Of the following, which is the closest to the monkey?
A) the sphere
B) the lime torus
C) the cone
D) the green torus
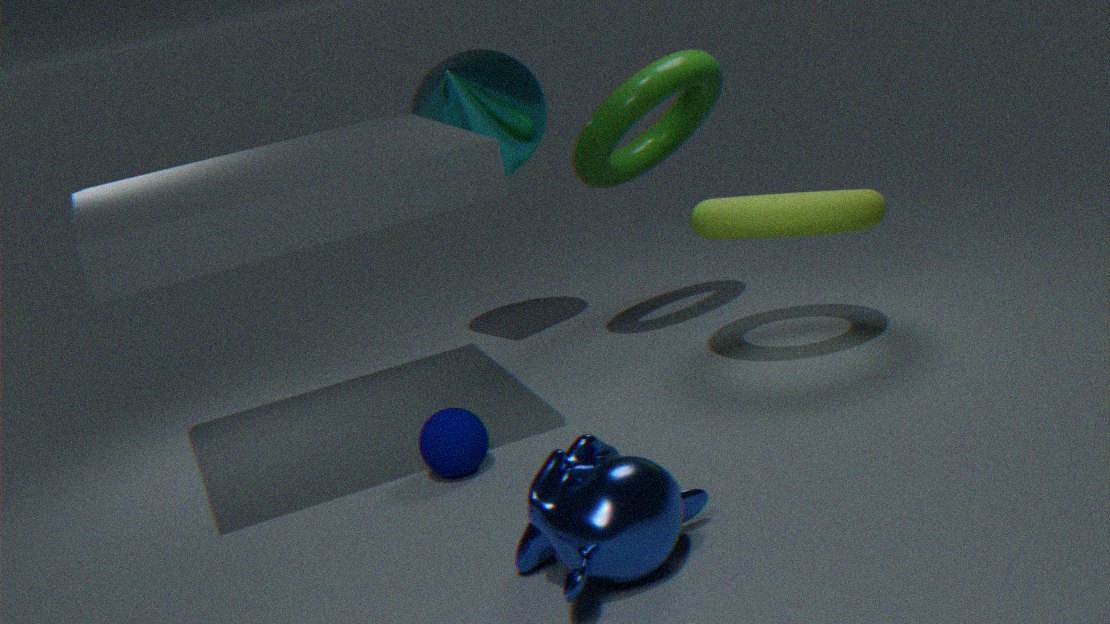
the sphere
